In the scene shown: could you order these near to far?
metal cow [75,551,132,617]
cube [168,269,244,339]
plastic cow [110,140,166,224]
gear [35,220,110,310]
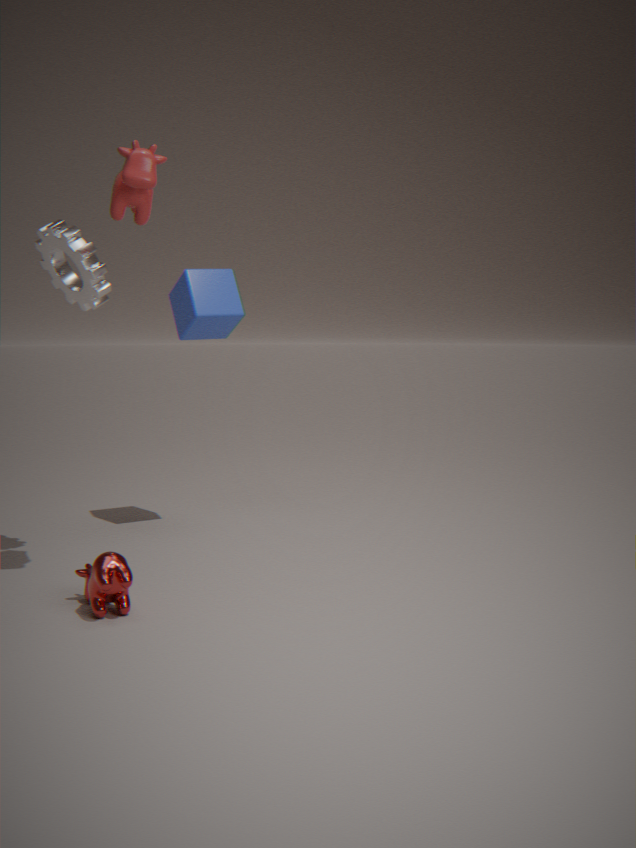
plastic cow [110,140,166,224] → metal cow [75,551,132,617] → gear [35,220,110,310] → cube [168,269,244,339]
